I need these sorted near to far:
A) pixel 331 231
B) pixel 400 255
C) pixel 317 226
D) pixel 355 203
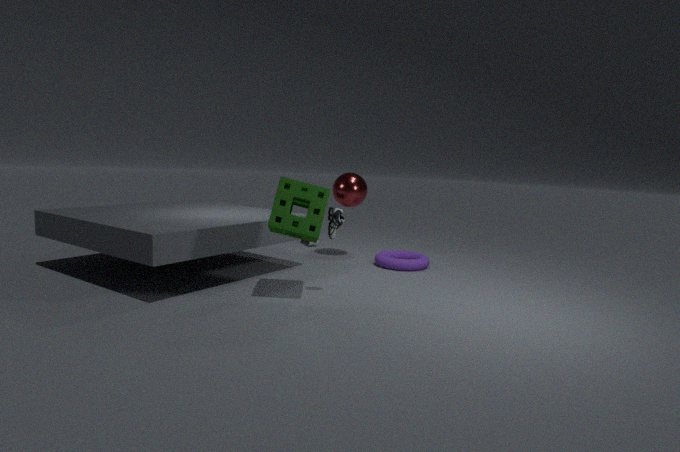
pixel 317 226
pixel 331 231
pixel 355 203
pixel 400 255
